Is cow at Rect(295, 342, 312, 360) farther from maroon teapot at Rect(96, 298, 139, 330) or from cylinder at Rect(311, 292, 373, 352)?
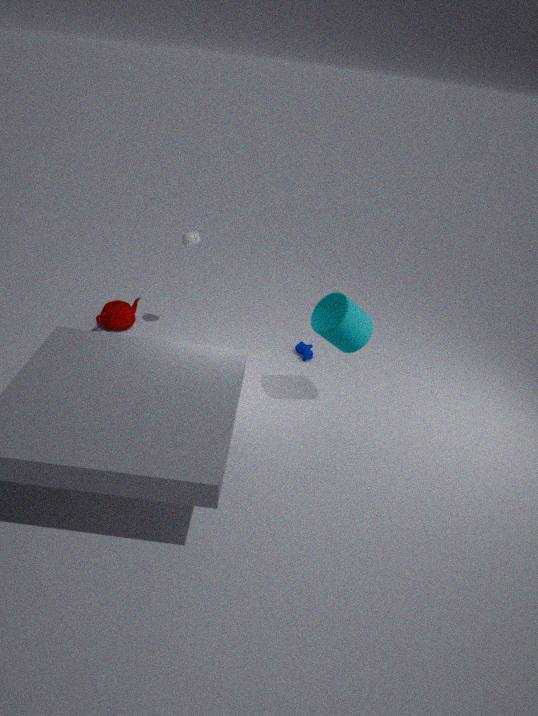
maroon teapot at Rect(96, 298, 139, 330)
